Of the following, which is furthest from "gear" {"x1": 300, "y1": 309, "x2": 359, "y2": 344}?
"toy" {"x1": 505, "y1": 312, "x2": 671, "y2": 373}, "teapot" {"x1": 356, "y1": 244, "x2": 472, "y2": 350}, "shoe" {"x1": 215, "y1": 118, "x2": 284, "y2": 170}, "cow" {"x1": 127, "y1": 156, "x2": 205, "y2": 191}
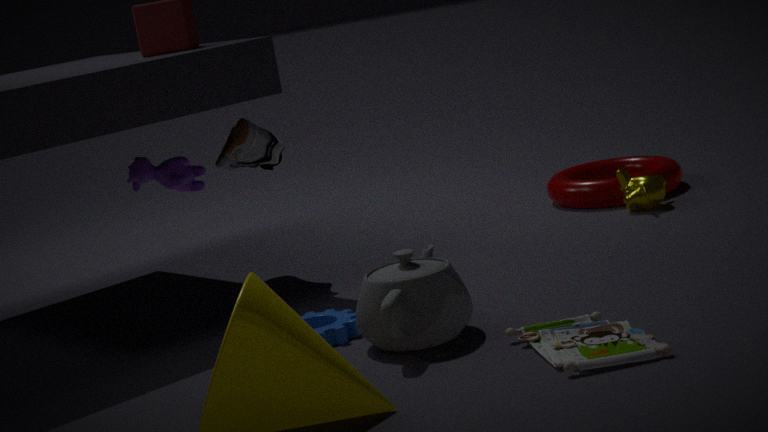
"shoe" {"x1": 215, "y1": 118, "x2": 284, "y2": 170}
